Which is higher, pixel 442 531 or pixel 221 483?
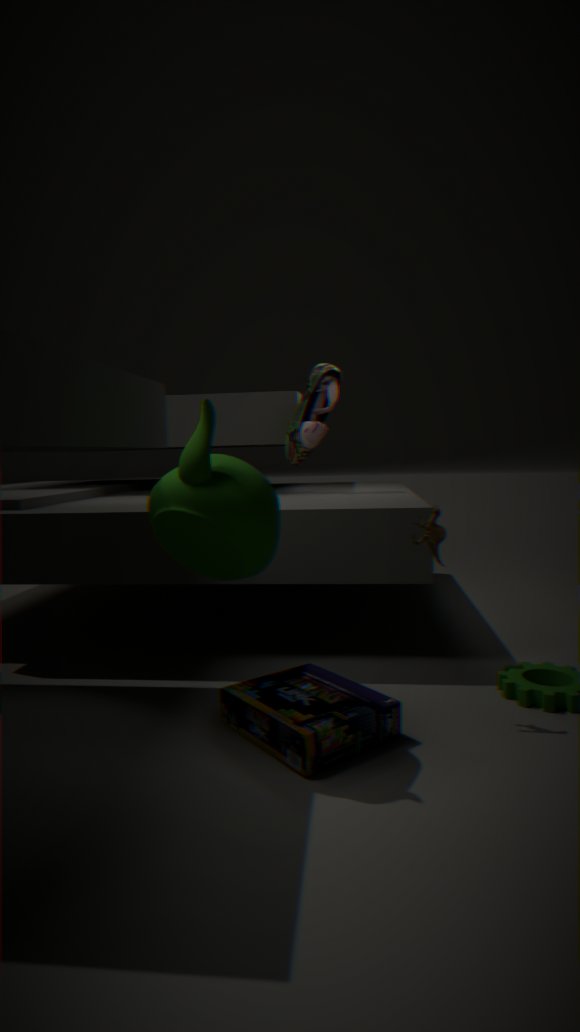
pixel 221 483
